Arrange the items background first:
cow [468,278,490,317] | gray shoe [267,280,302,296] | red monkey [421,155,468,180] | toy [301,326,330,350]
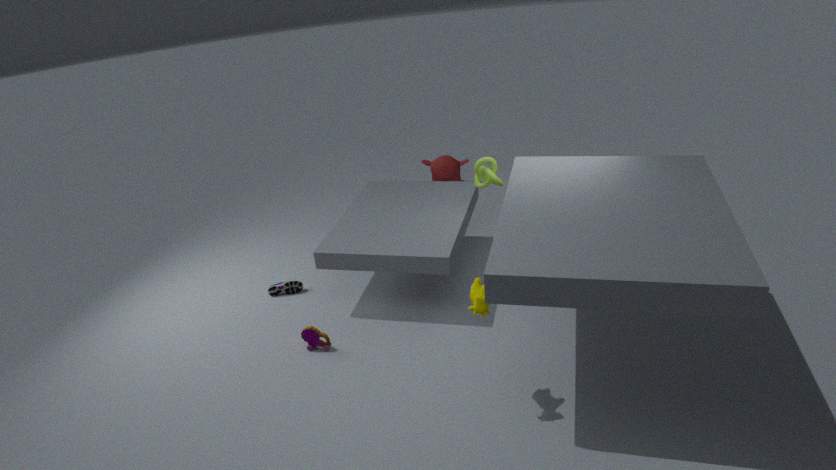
red monkey [421,155,468,180] < gray shoe [267,280,302,296] < toy [301,326,330,350] < cow [468,278,490,317]
